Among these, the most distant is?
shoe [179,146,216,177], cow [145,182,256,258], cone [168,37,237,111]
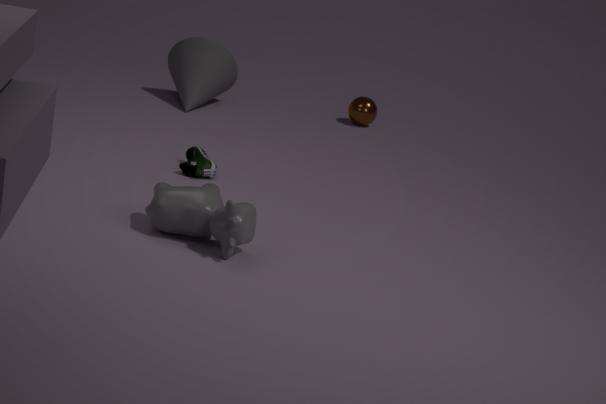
cone [168,37,237,111]
